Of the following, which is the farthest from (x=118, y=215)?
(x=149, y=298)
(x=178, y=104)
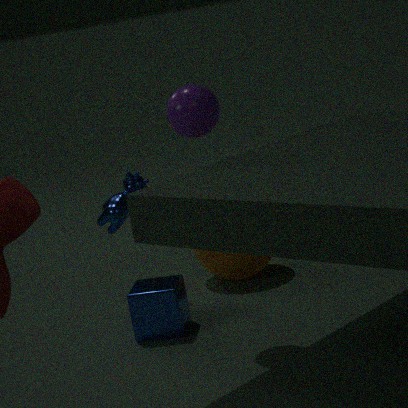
(x=178, y=104)
